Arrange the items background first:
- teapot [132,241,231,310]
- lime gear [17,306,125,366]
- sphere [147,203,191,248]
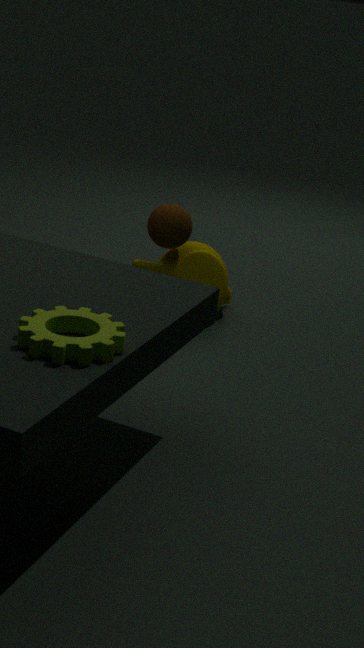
1. teapot [132,241,231,310]
2. sphere [147,203,191,248]
3. lime gear [17,306,125,366]
